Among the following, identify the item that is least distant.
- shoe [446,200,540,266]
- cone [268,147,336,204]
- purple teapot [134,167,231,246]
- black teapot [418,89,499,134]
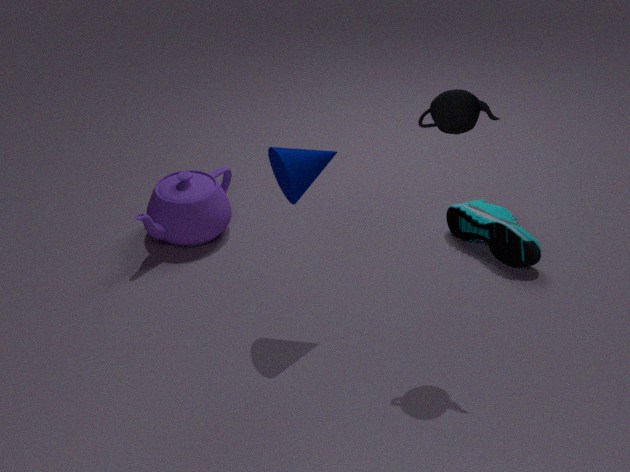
black teapot [418,89,499,134]
